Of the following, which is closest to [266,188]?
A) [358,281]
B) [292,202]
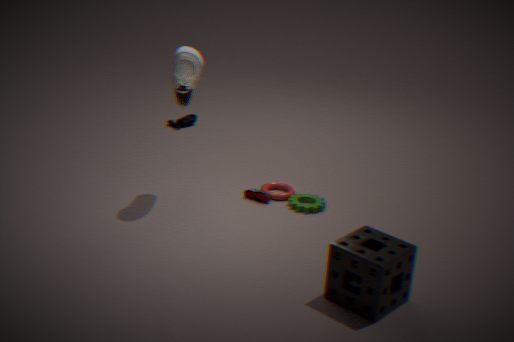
[292,202]
